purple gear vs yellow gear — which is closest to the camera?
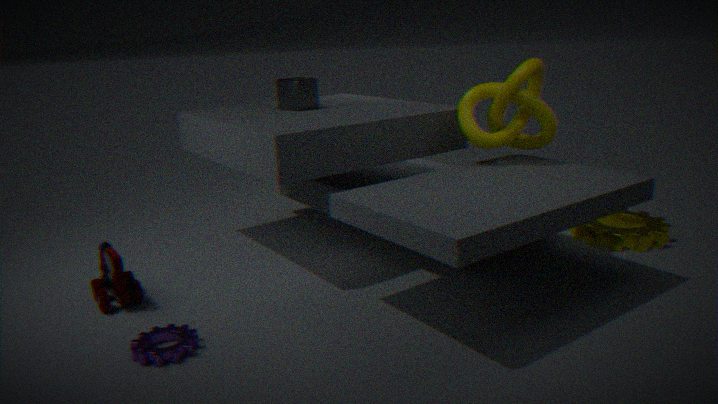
purple gear
